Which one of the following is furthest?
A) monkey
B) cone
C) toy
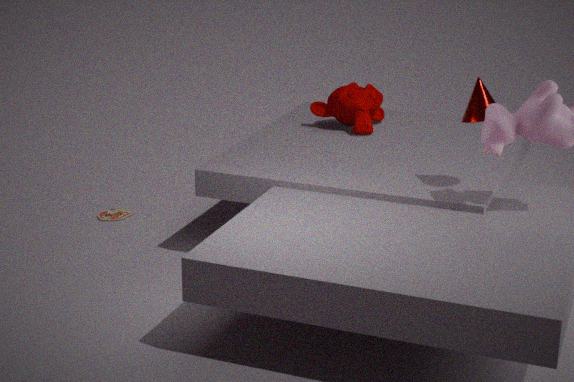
toy
